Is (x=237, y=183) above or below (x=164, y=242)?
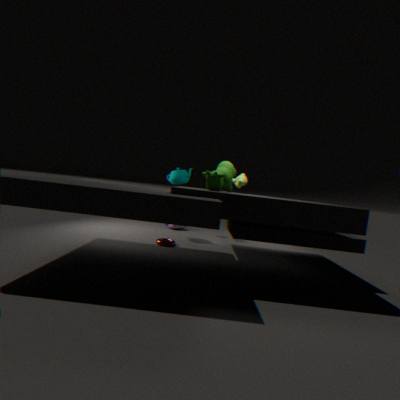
above
